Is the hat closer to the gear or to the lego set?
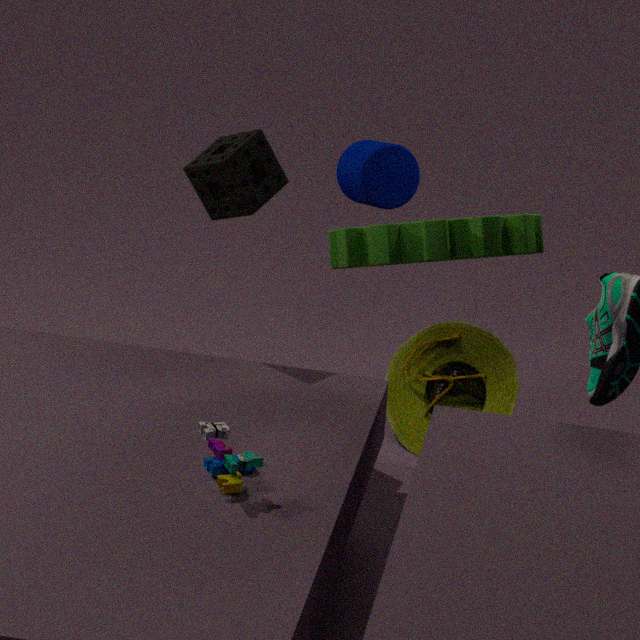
the gear
